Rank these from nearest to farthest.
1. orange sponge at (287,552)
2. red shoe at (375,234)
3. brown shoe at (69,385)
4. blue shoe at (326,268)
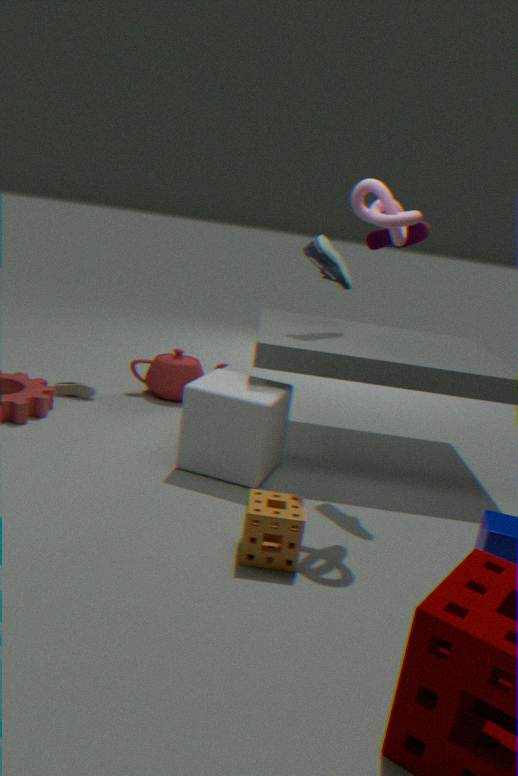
1. orange sponge at (287,552)
2. red shoe at (375,234)
3. blue shoe at (326,268)
4. brown shoe at (69,385)
